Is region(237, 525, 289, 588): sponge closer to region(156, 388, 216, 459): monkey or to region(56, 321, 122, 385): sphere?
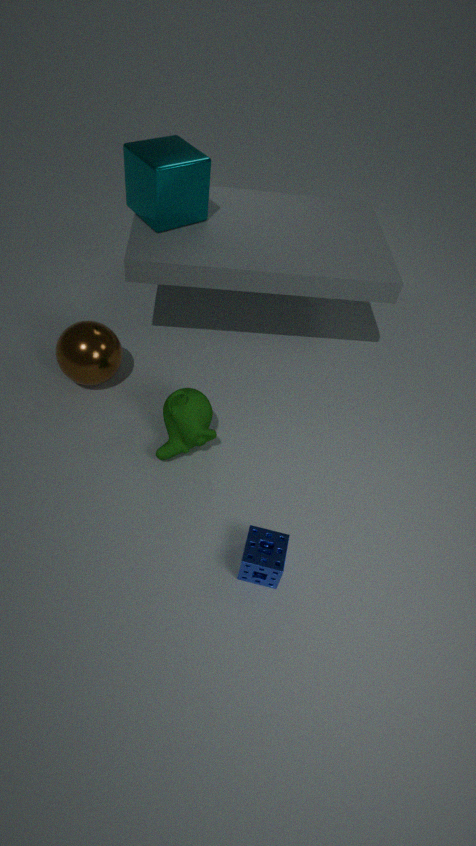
region(156, 388, 216, 459): monkey
